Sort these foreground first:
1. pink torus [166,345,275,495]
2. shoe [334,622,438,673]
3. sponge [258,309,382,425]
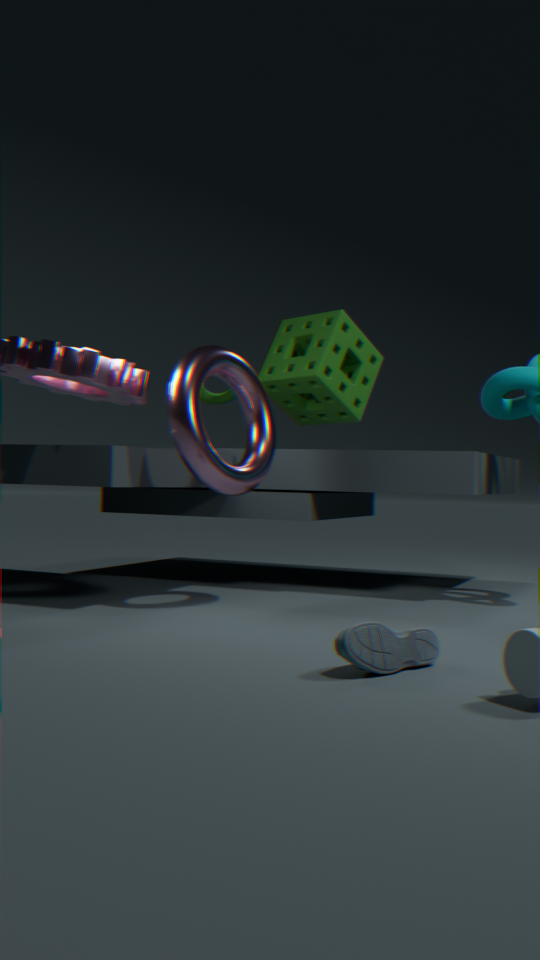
shoe [334,622,438,673], pink torus [166,345,275,495], sponge [258,309,382,425]
